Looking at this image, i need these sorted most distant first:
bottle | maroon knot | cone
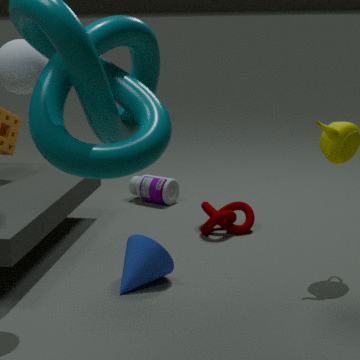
bottle
maroon knot
cone
